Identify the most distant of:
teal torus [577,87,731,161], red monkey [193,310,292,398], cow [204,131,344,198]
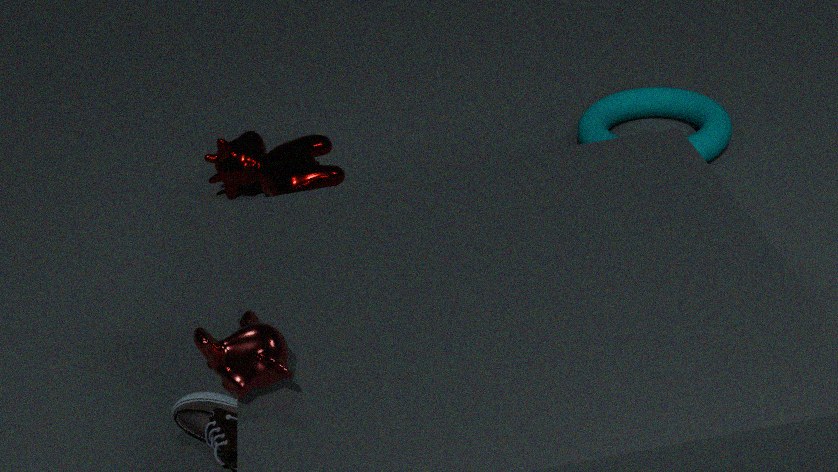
teal torus [577,87,731,161]
